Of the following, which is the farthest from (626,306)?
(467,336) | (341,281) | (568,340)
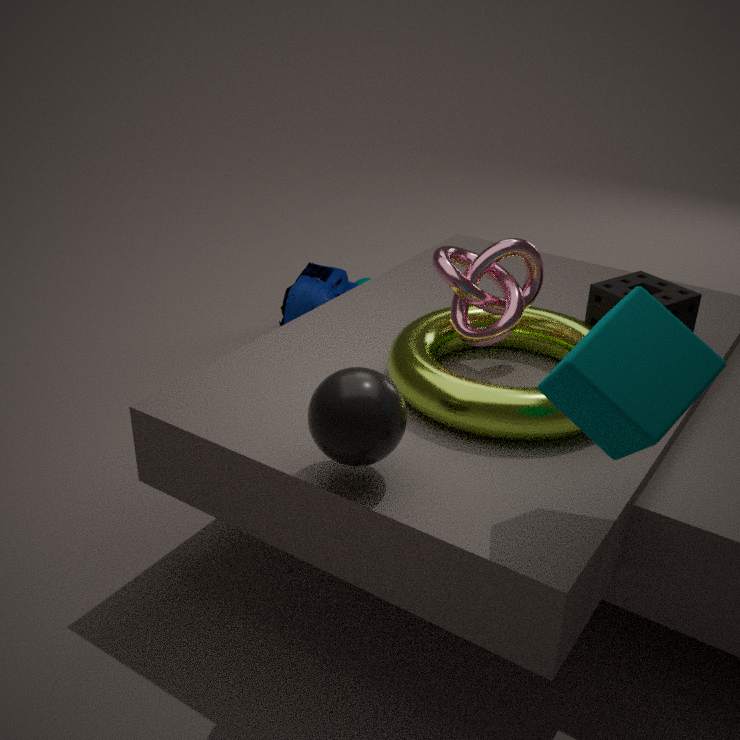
(341,281)
